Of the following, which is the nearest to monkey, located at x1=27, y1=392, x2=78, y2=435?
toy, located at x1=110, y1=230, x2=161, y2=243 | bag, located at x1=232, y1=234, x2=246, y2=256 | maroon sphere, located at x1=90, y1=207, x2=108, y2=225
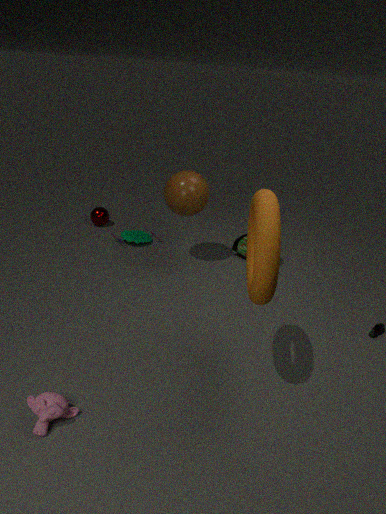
toy, located at x1=110, y1=230, x2=161, y2=243
